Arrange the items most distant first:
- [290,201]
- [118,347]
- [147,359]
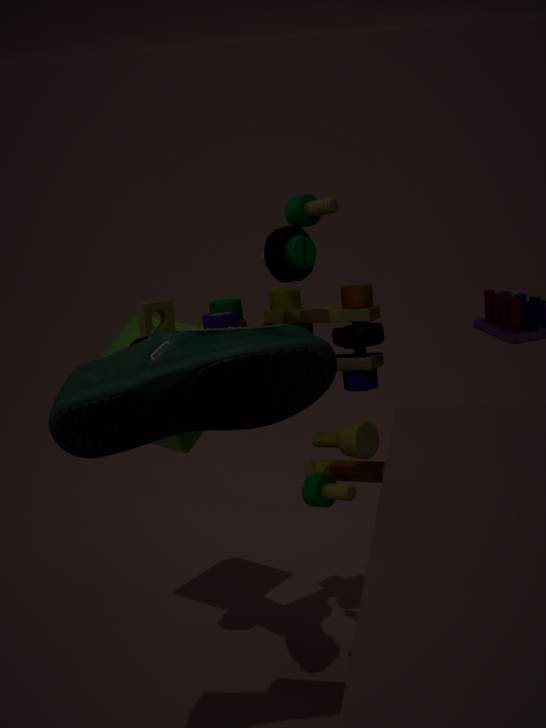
1. [118,347]
2. [290,201]
3. [147,359]
